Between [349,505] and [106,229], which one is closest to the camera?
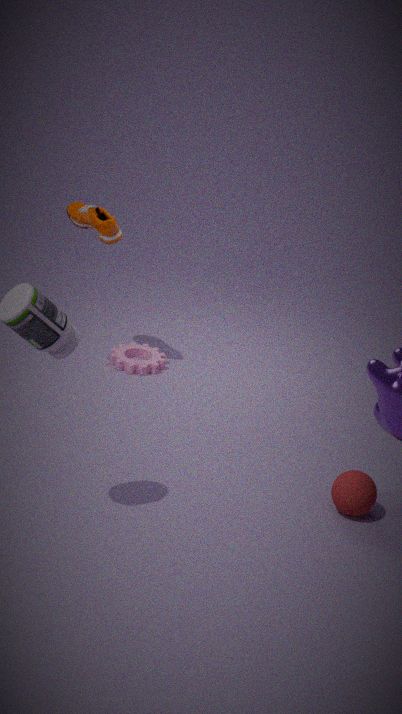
[349,505]
